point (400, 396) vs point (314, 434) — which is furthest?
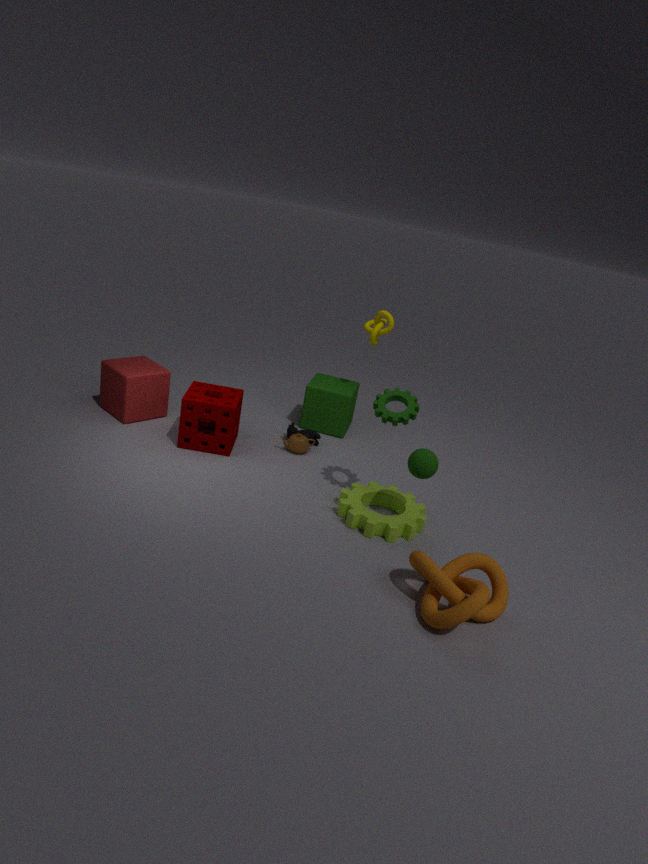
point (314, 434)
